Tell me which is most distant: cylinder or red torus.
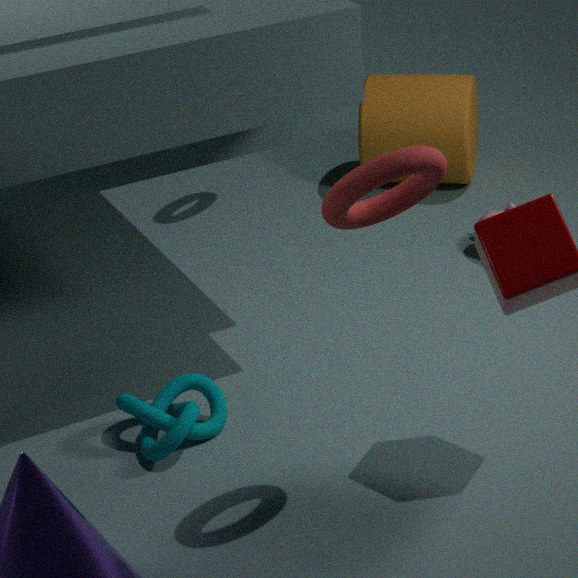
cylinder
